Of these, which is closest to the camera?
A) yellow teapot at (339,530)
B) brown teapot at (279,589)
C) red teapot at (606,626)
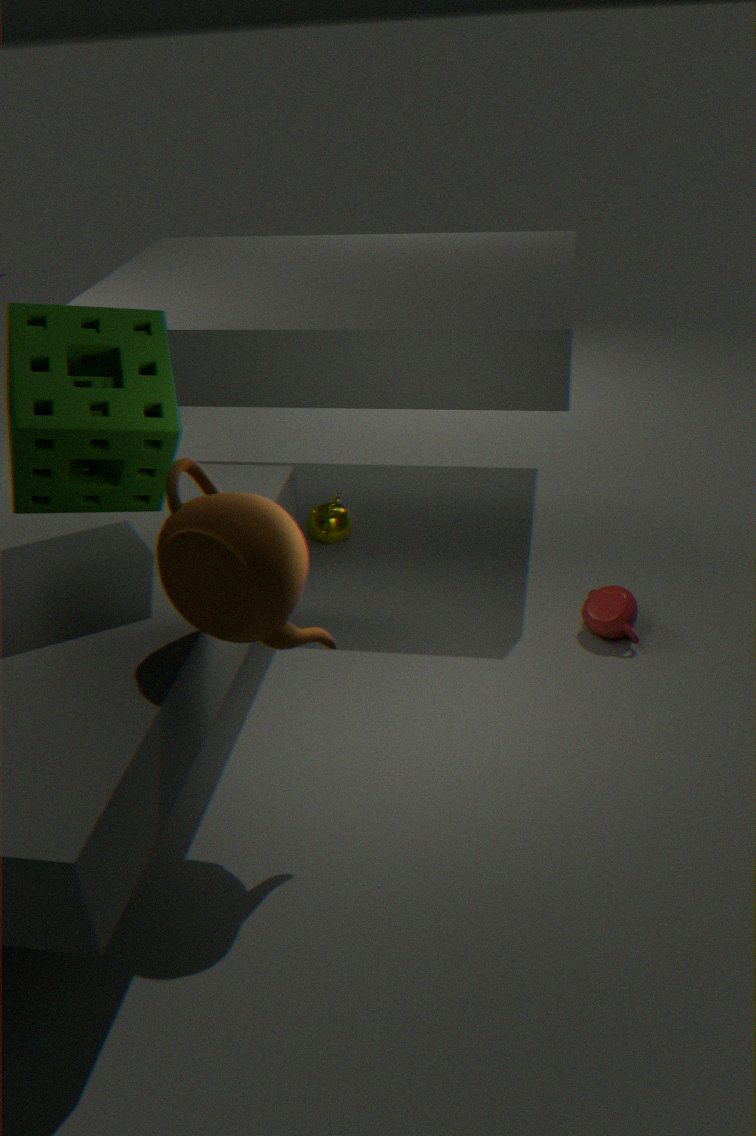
brown teapot at (279,589)
